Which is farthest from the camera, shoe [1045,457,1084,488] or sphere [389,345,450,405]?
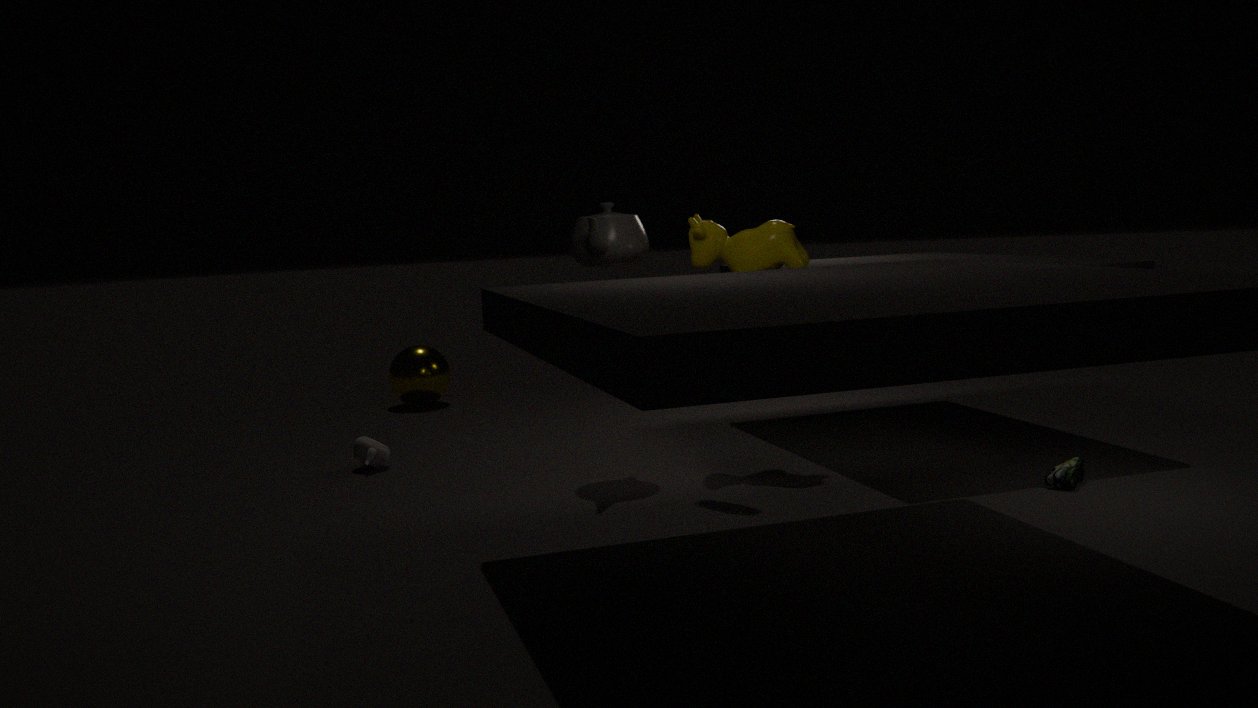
sphere [389,345,450,405]
